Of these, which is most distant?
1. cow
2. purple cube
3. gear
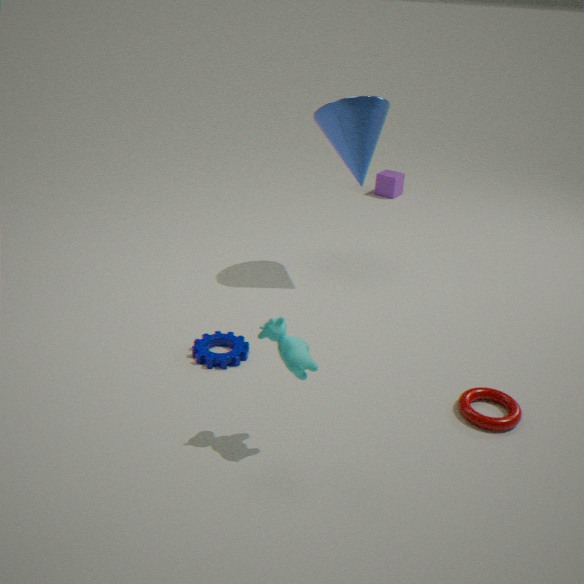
purple cube
